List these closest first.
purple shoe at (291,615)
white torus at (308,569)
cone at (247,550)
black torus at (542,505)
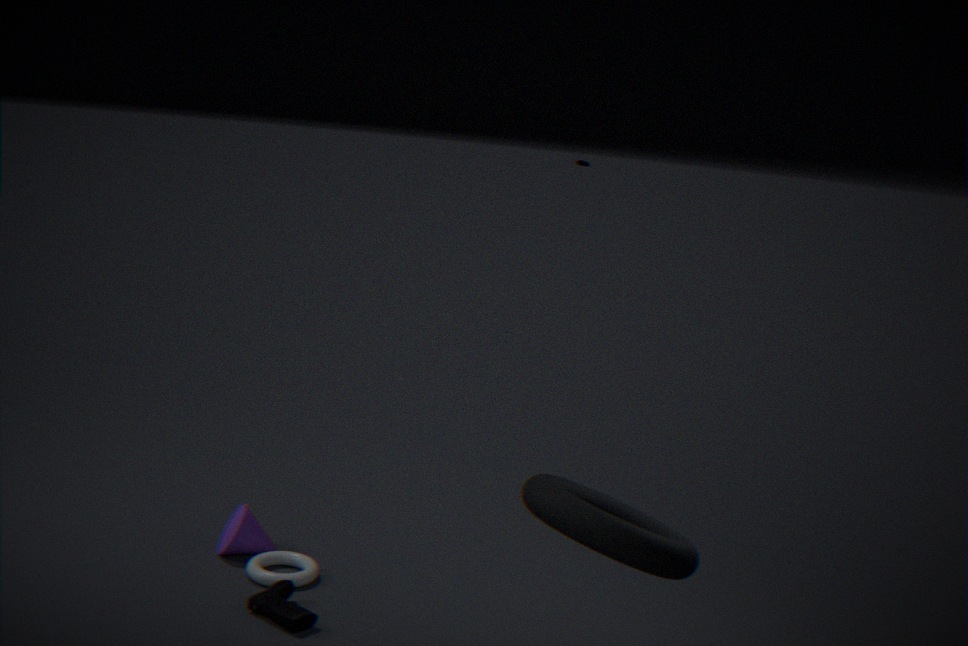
black torus at (542,505) < purple shoe at (291,615) < white torus at (308,569) < cone at (247,550)
